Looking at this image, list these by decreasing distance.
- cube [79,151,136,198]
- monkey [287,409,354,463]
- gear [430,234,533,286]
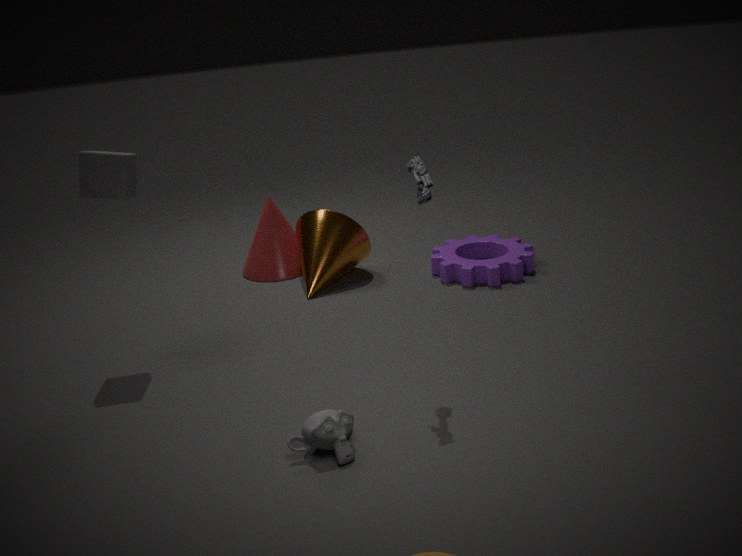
gear [430,234,533,286] → cube [79,151,136,198] → monkey [287,409,354,463]
